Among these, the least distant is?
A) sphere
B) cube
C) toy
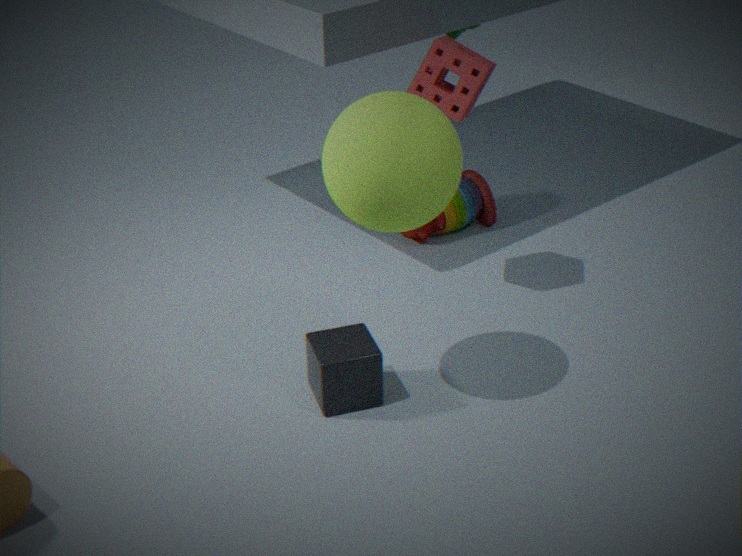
sphere
